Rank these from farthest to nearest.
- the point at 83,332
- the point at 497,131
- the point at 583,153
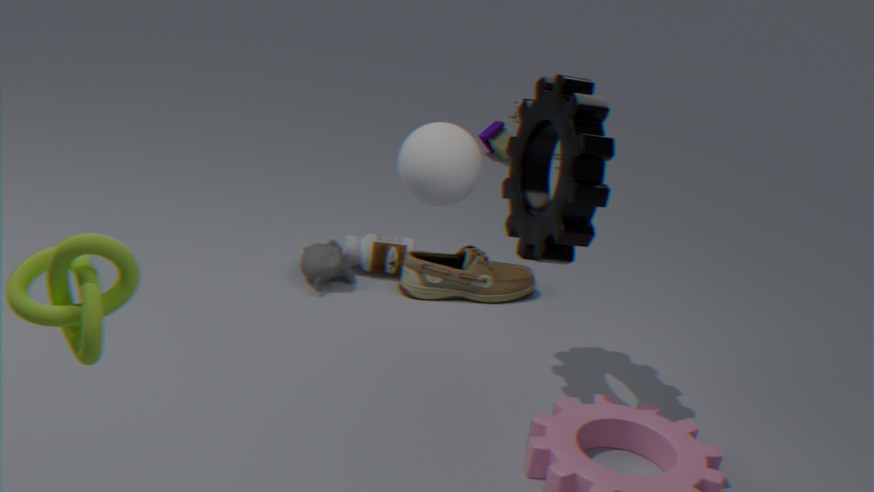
the point at 497,131
the point at 583,153
the point at 83,332
